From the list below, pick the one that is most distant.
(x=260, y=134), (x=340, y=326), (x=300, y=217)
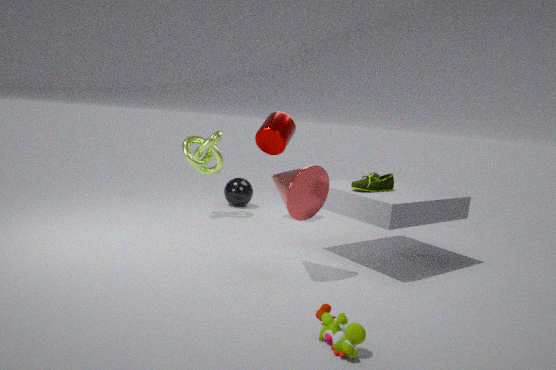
(x=260, y=134)
